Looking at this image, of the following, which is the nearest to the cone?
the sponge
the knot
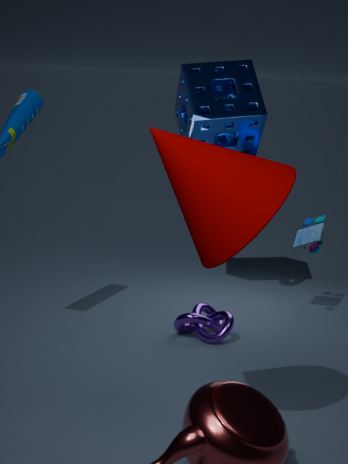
the knot
